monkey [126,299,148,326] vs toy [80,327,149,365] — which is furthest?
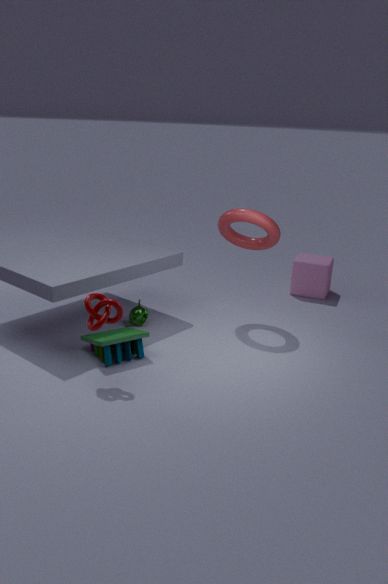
monkey [126,299,148,326]
